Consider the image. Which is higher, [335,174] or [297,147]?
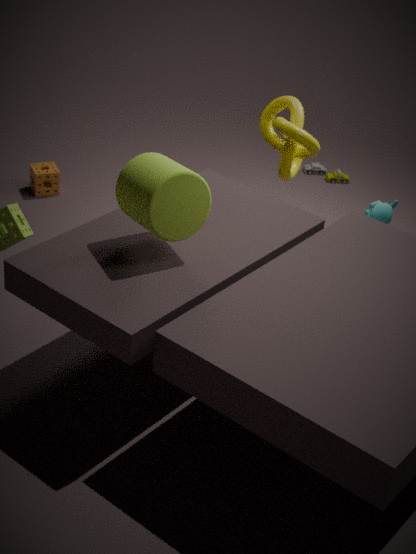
[297,147]
